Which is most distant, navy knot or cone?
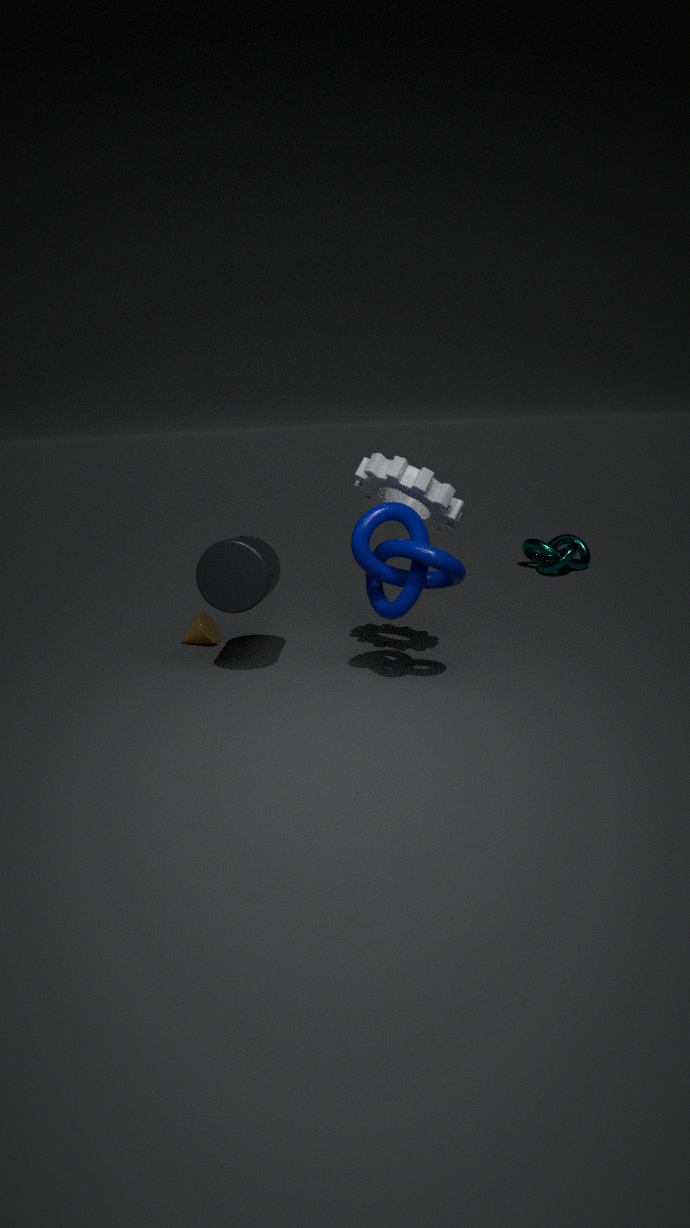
cone
